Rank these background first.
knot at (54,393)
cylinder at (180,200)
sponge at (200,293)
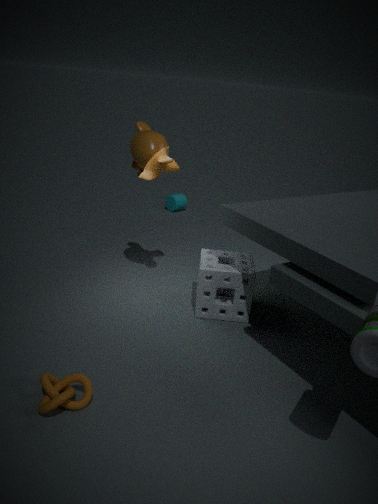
1. cylinder at (180,200)
2. sponge at (200,293)
3. knot at (54,393)
